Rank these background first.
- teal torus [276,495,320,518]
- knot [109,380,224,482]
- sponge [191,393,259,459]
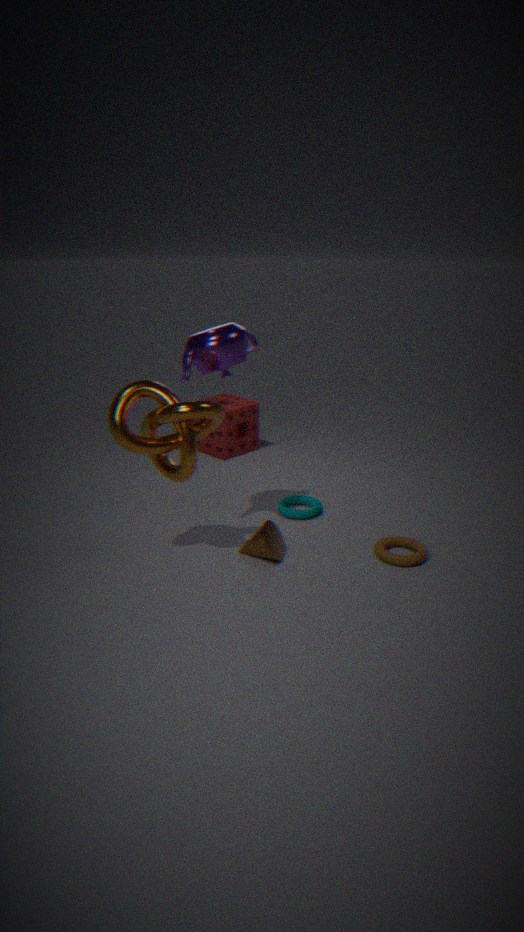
1. sponge [191,393,259,459]
2. teal torus [276,495,320,518]
3. knot [109,380,224,482]
